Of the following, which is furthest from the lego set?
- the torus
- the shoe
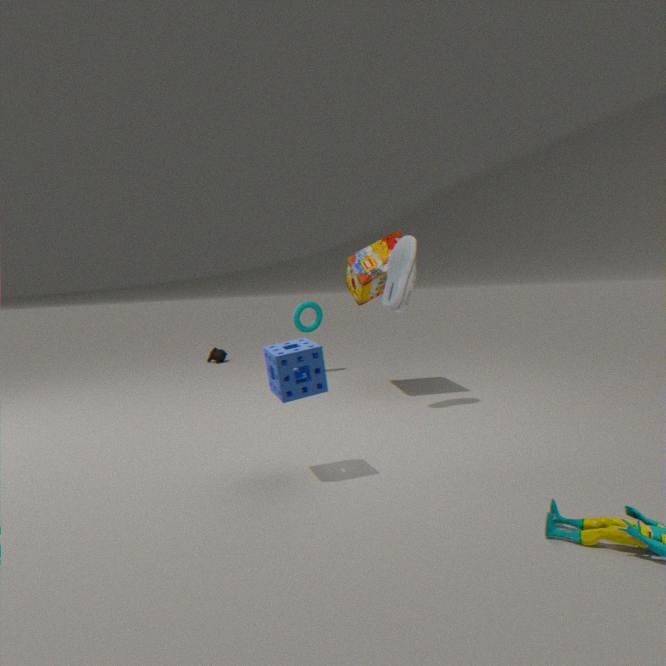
the torus
